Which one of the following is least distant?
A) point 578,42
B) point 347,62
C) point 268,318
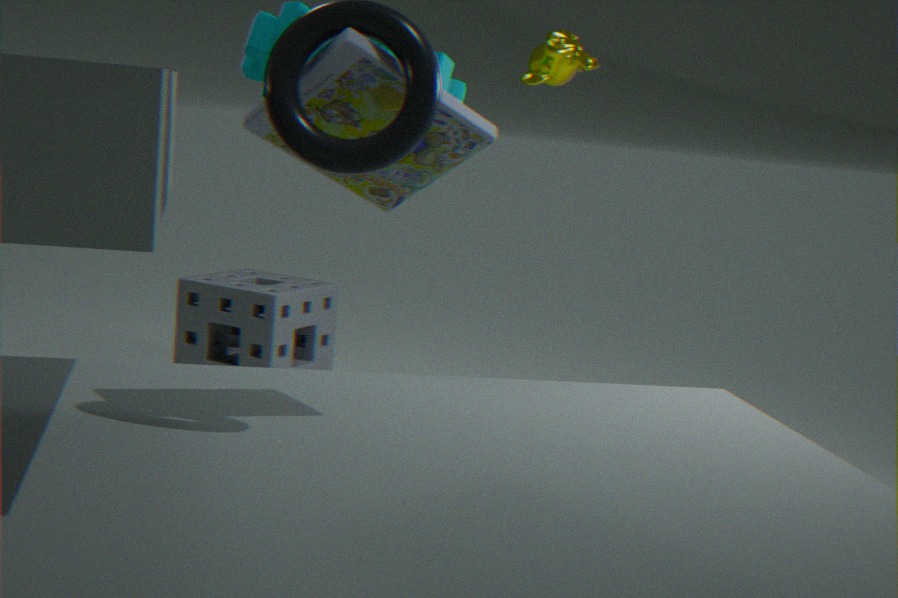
point 347,62
